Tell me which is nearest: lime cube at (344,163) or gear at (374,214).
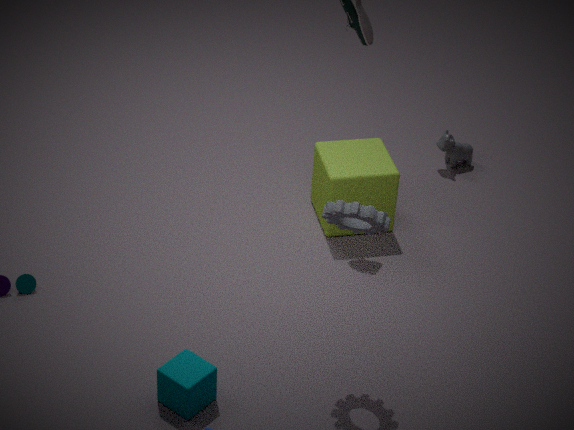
gear at (374,214)
